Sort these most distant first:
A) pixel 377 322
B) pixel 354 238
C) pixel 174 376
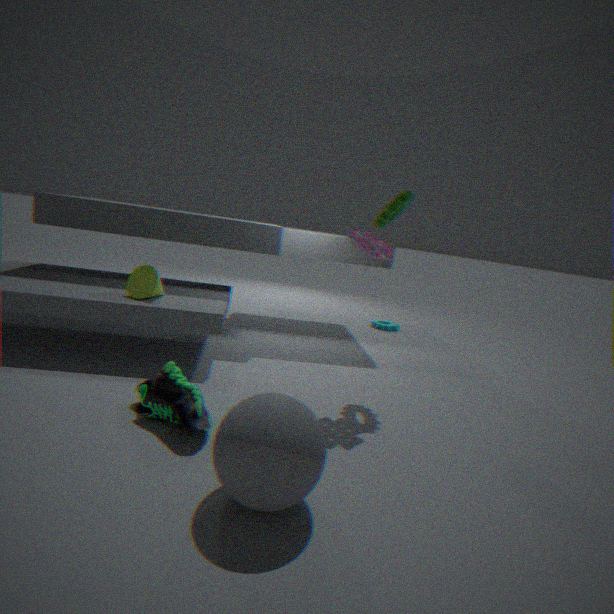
pixel 377 322, pixel 354 238, pixel 174 376
